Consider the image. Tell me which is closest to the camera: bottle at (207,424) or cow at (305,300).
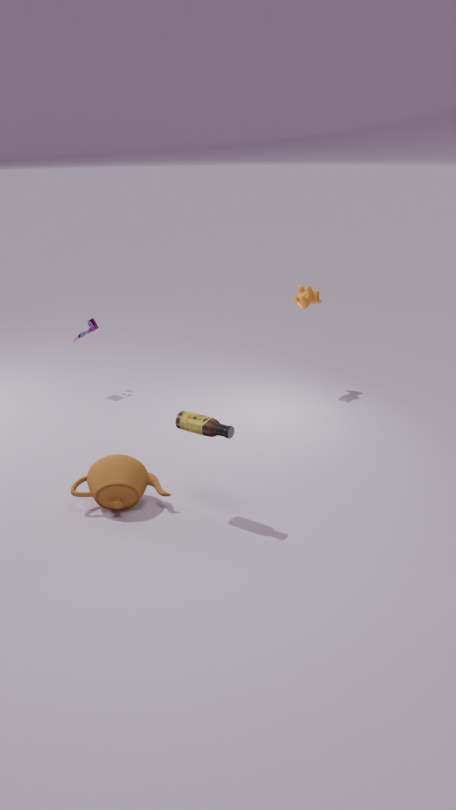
bottle at (207,424)
